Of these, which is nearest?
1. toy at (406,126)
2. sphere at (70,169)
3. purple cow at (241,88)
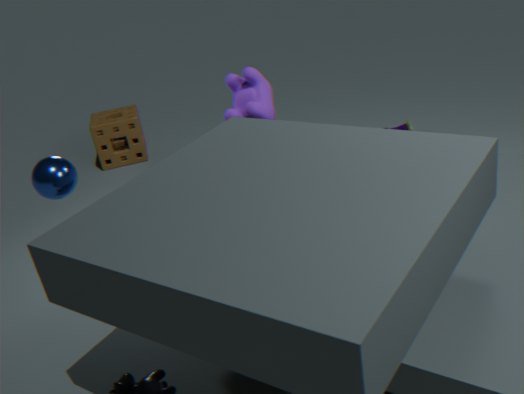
sphere at (70,169)
